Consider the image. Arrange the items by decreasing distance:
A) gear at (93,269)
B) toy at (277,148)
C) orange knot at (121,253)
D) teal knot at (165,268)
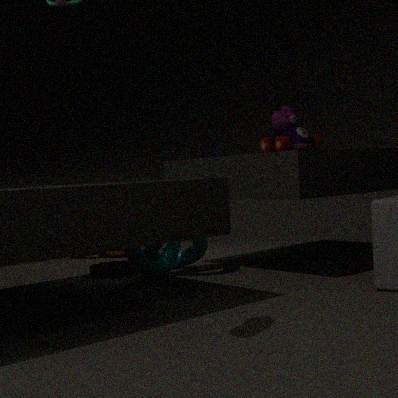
orange knot at (121,253) → gear at (93,269) → toy at (277,148) → teal knot at (165,268)
